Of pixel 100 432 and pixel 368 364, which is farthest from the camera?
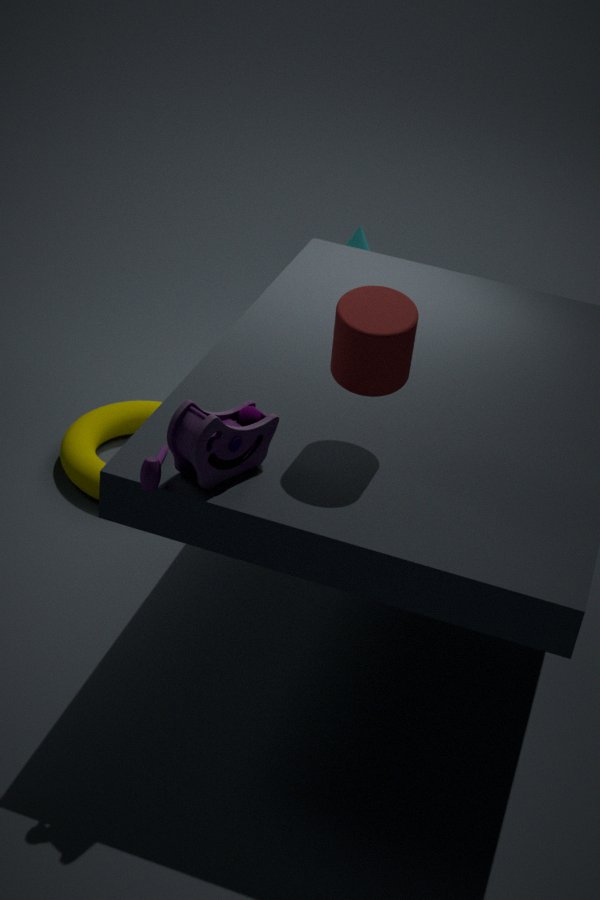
pixel 100 432
